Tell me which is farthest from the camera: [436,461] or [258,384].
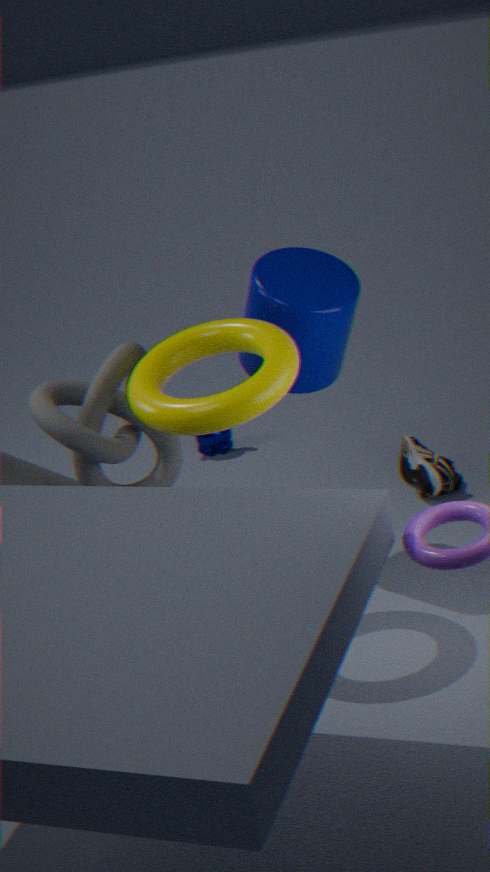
[436,461]
